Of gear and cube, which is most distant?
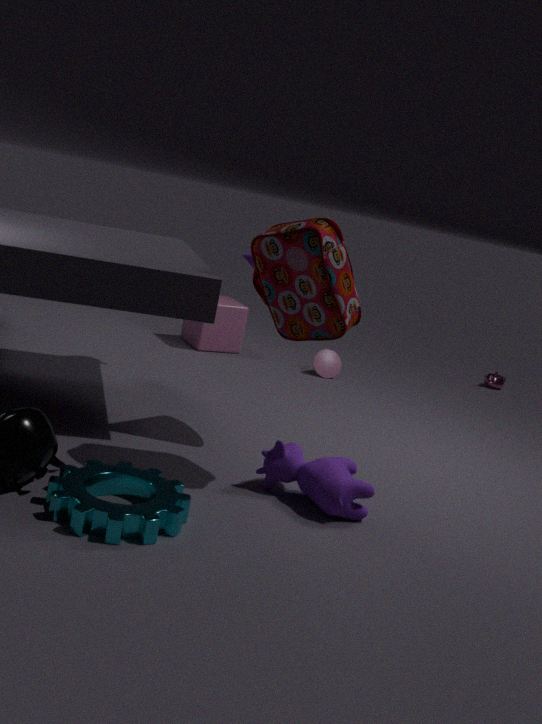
cube
